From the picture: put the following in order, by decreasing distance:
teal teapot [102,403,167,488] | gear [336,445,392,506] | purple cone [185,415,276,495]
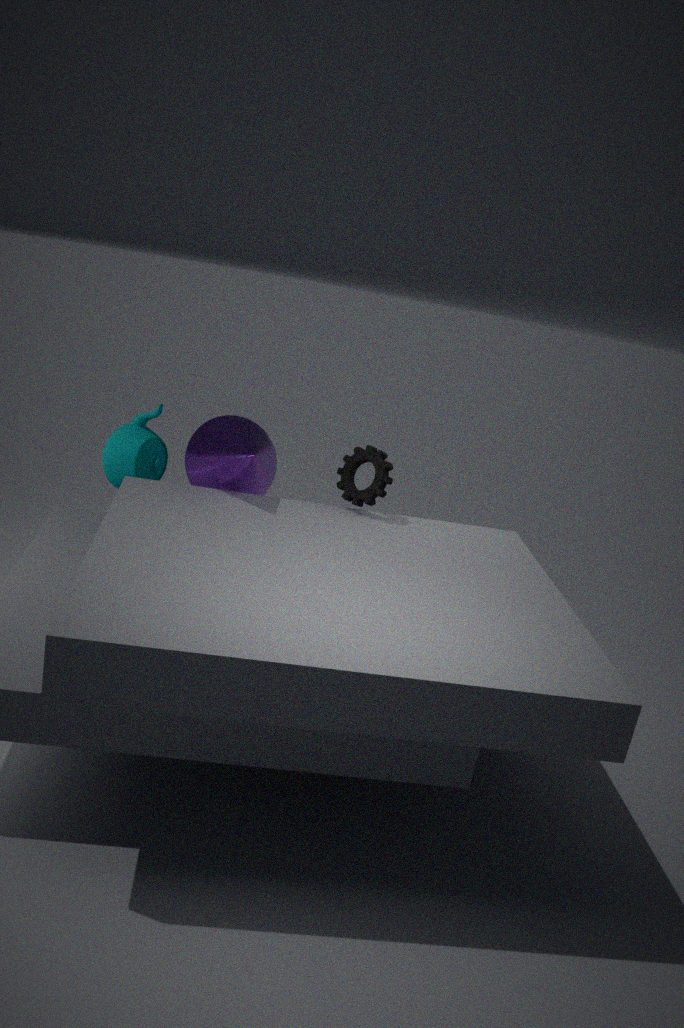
1. teal teapot [102,403,167,488]
2. gear [336,445,392,506]
3. purple cone [185,415,276,495]
